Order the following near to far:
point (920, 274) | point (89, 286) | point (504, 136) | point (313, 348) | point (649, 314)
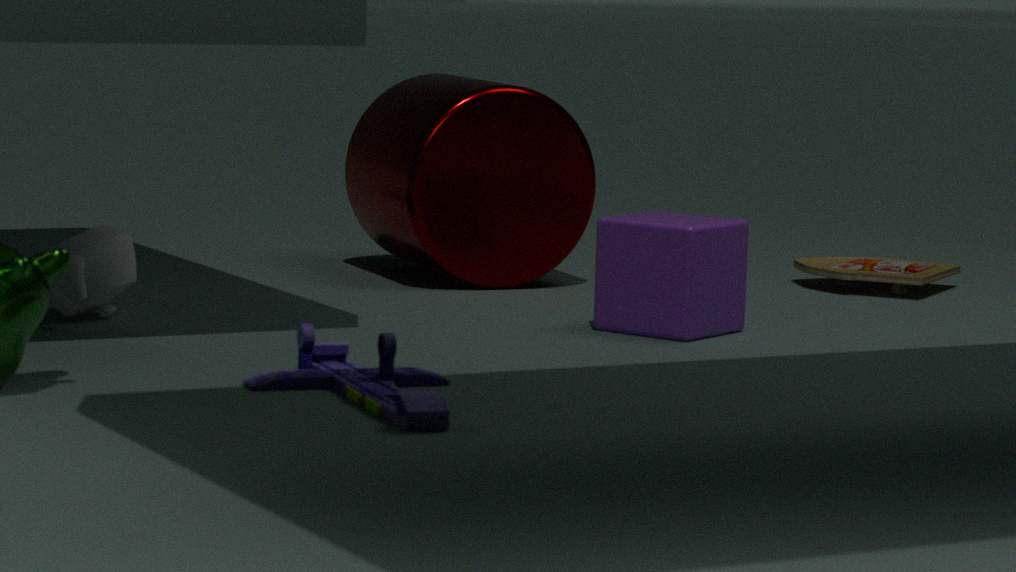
point (313, 348) → point (89, 286) → point (649, 314) → point (504, 136) → point (920, 274)
